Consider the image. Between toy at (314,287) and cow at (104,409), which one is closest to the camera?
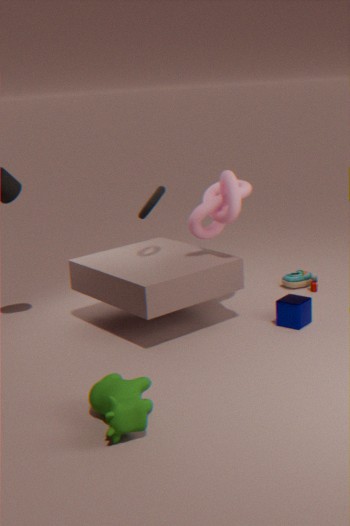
cow at (104,409)
